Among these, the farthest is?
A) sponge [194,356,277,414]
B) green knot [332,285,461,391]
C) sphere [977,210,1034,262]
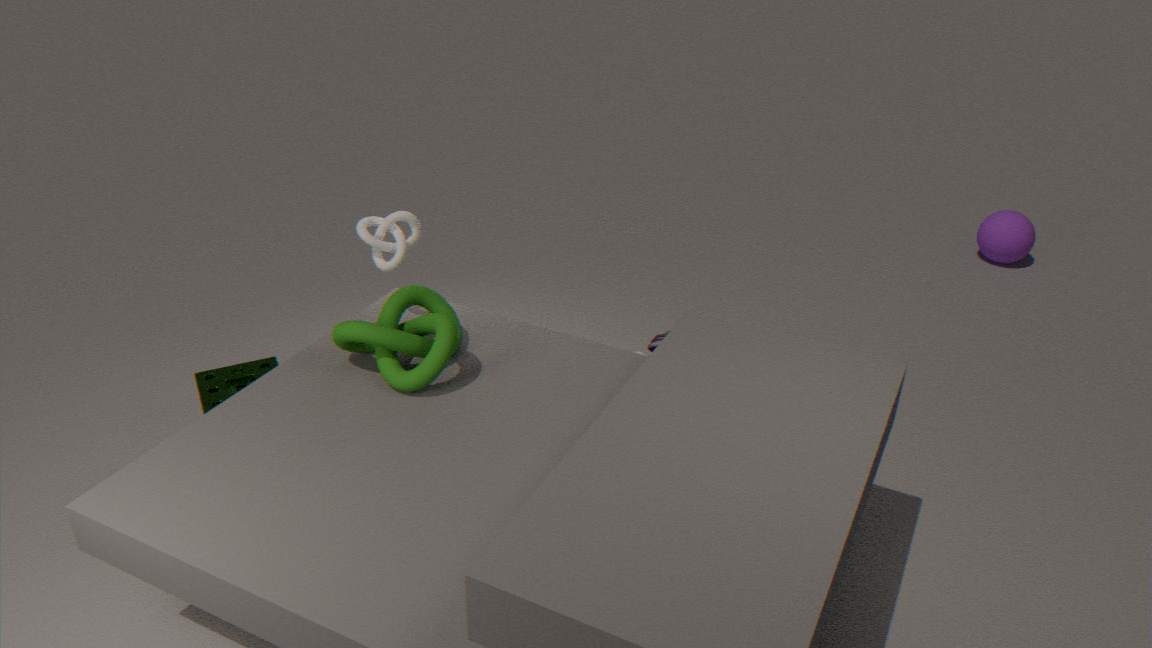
sphere [977,210,1034,262]
